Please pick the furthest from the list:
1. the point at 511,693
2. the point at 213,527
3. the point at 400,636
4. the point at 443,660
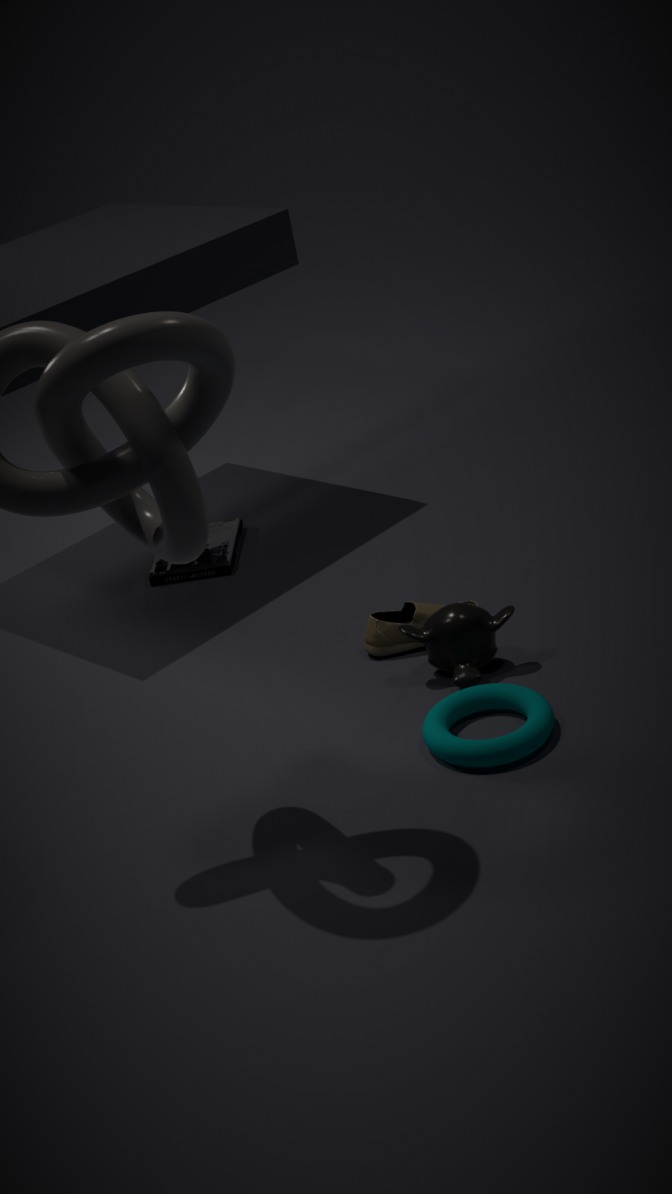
the point at 213,527
